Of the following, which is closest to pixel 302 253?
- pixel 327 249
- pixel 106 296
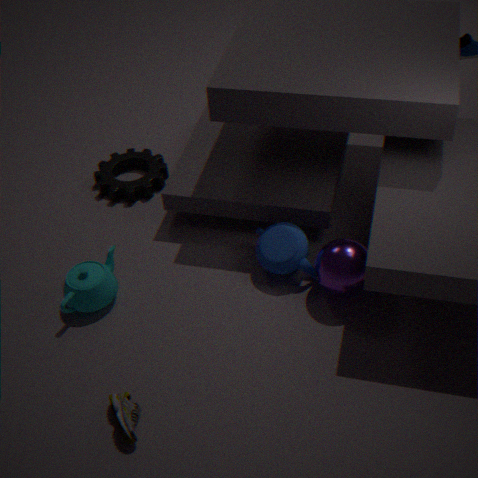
pixel 327 249
